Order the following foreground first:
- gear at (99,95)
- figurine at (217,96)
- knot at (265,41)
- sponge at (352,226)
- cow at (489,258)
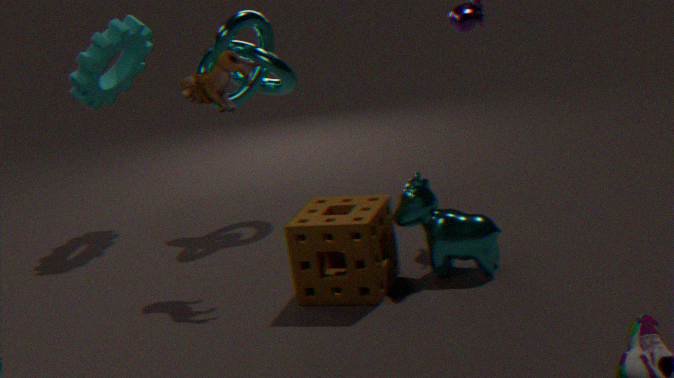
sponge at (352,226) → cow at (489,258) → figurine at (217,96) → knot at (265,41) → gear at (99,95)
